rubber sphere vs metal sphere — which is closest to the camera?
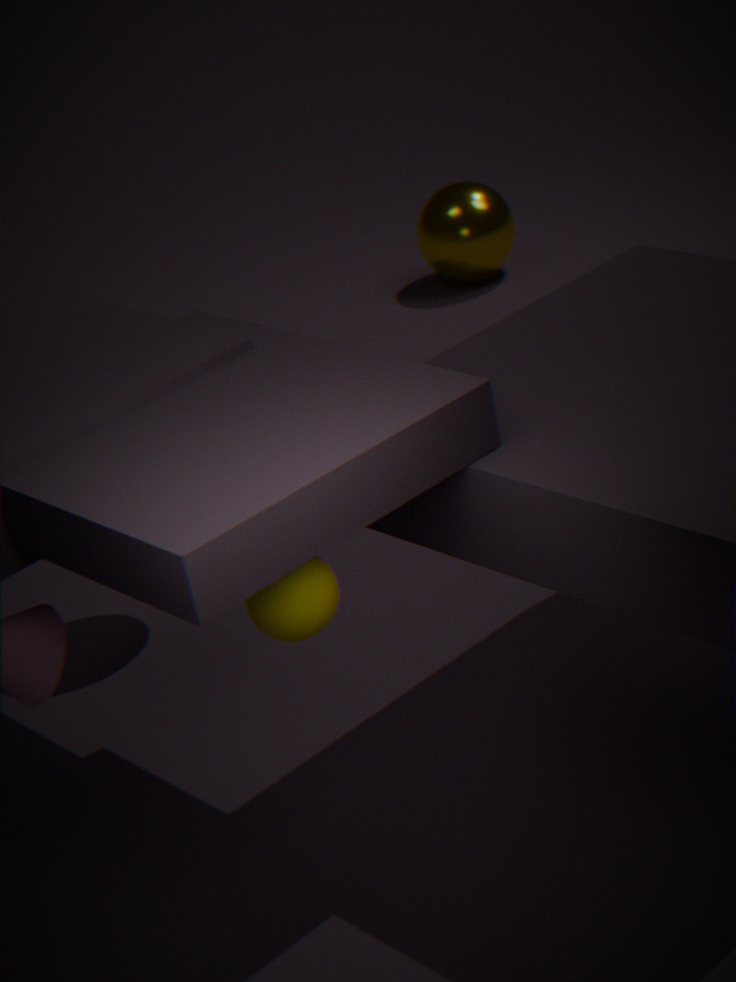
rubber sphere
